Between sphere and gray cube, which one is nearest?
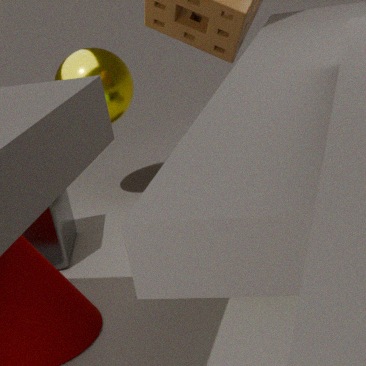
gray cube
